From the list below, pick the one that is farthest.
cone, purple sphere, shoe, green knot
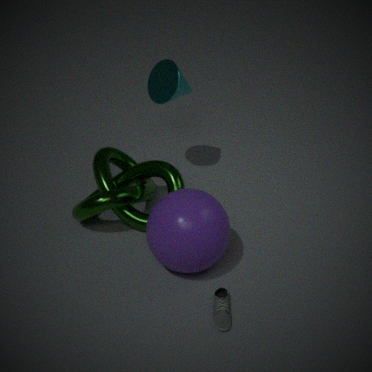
cone
